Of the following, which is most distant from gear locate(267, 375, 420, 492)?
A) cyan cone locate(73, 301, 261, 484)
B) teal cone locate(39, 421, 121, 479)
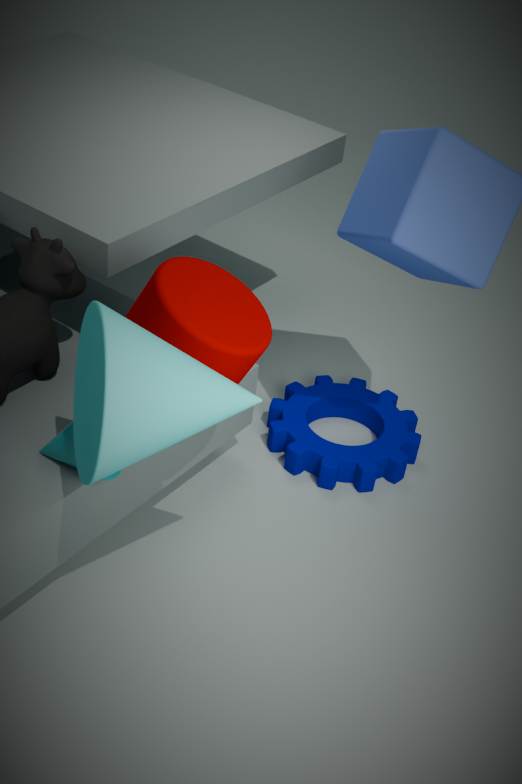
cyan cone locate(73, 301, 261, 484)
